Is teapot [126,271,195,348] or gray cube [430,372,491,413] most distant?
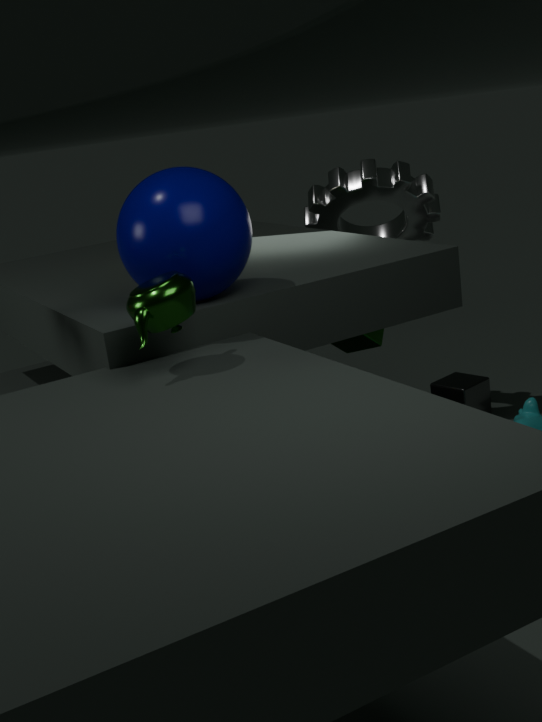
gray cube [430,372,491,413]
